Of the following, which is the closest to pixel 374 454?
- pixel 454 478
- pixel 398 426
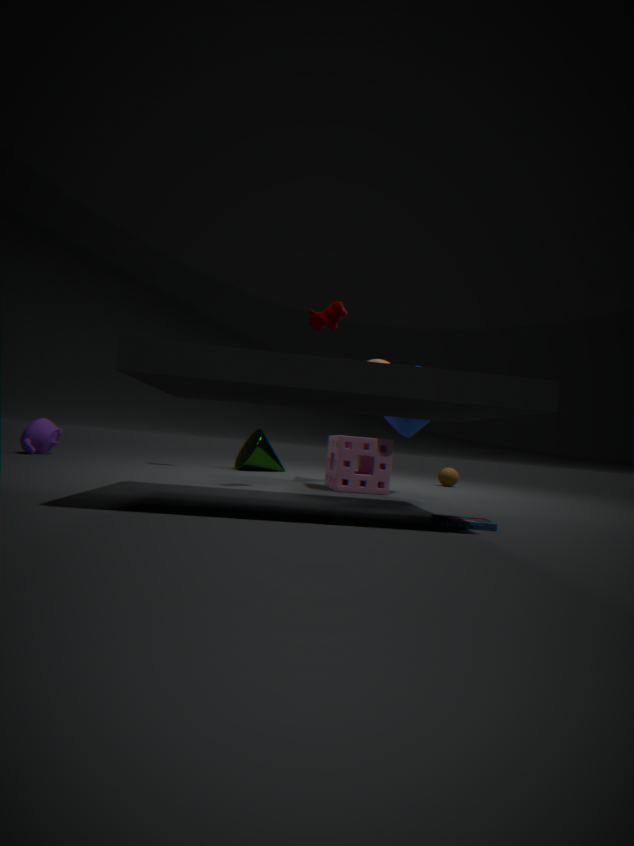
pixel 398 426
